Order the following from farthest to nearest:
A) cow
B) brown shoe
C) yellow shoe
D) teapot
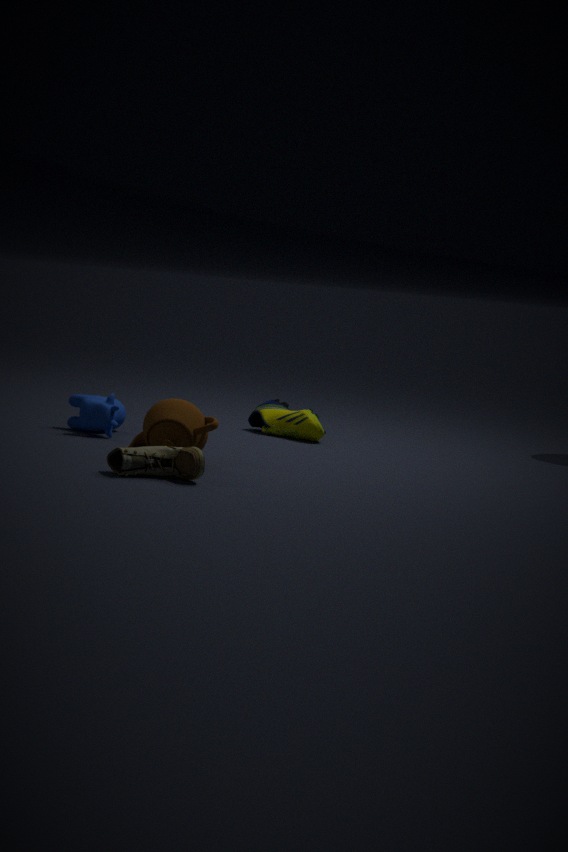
1. yellow shoe
2. cow
3. teapot
4. brown shoe
